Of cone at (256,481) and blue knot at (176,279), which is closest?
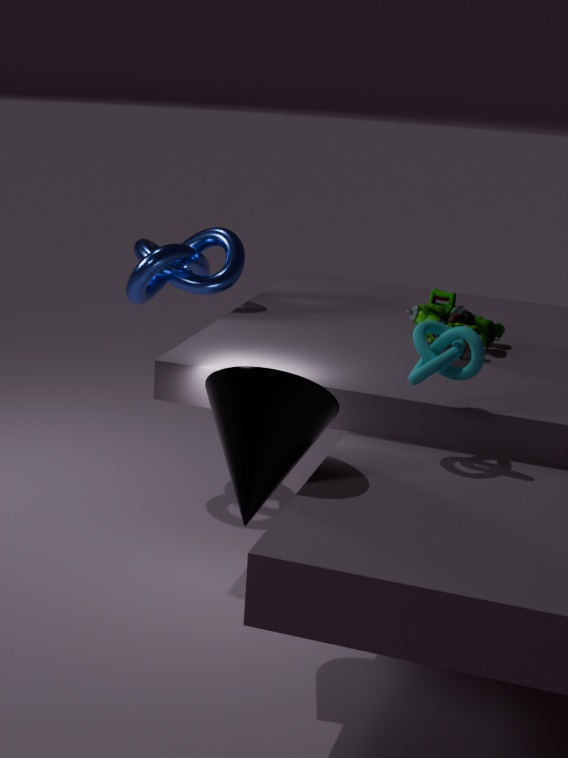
cone at (256,481)
